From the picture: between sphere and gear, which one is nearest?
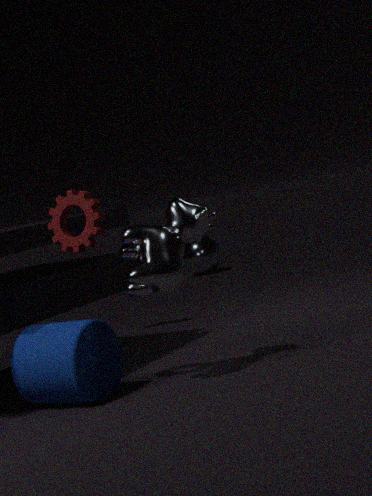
gear
